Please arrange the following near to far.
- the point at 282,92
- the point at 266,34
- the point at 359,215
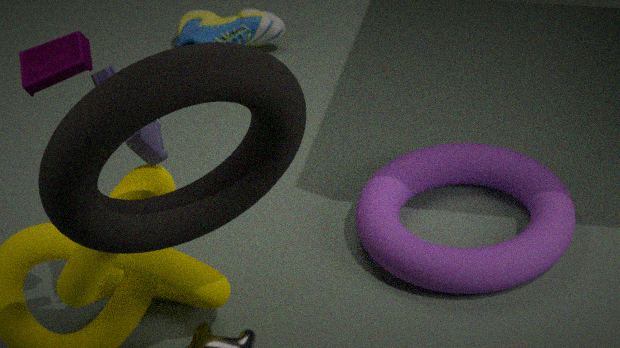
1. the point at 282,92
2. the point at 359,215
3. the point at 266,34
